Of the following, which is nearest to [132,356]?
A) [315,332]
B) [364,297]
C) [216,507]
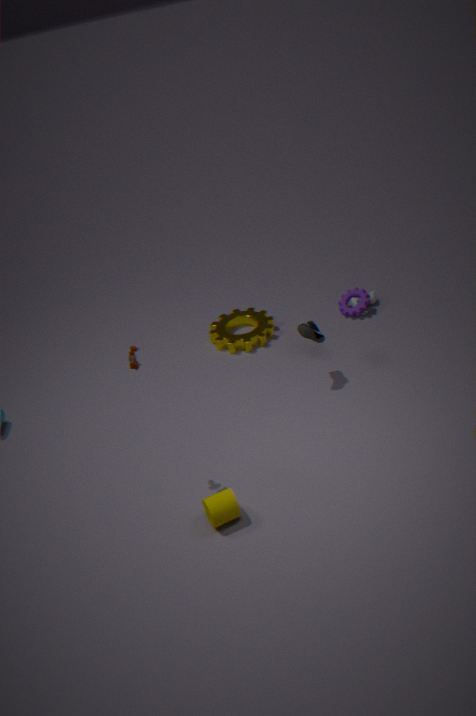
[216,507]
